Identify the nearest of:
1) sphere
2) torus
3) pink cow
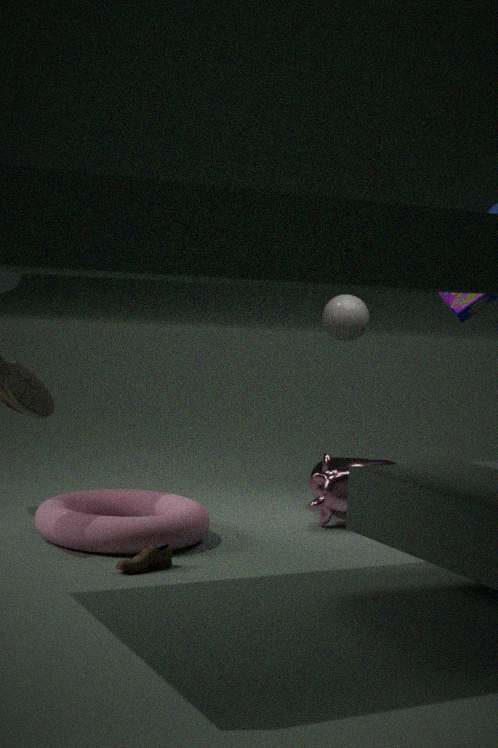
2. torus
